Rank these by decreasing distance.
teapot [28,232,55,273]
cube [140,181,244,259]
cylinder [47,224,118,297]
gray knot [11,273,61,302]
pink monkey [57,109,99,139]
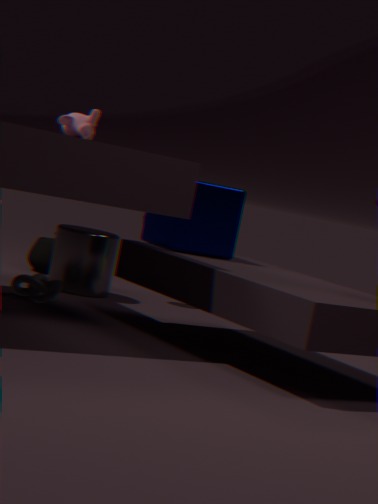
teapot [28,232,55,273]
cylinder [47,224,118,297]
gray knot [11,273,61,302]
cube [140,181,244,259]
pink monkey [57,109,99,139]
